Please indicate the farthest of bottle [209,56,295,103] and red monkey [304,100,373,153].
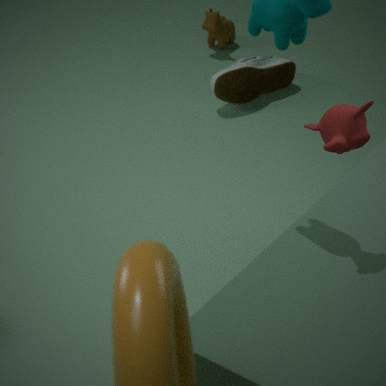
bottle [209,56,295,103]
